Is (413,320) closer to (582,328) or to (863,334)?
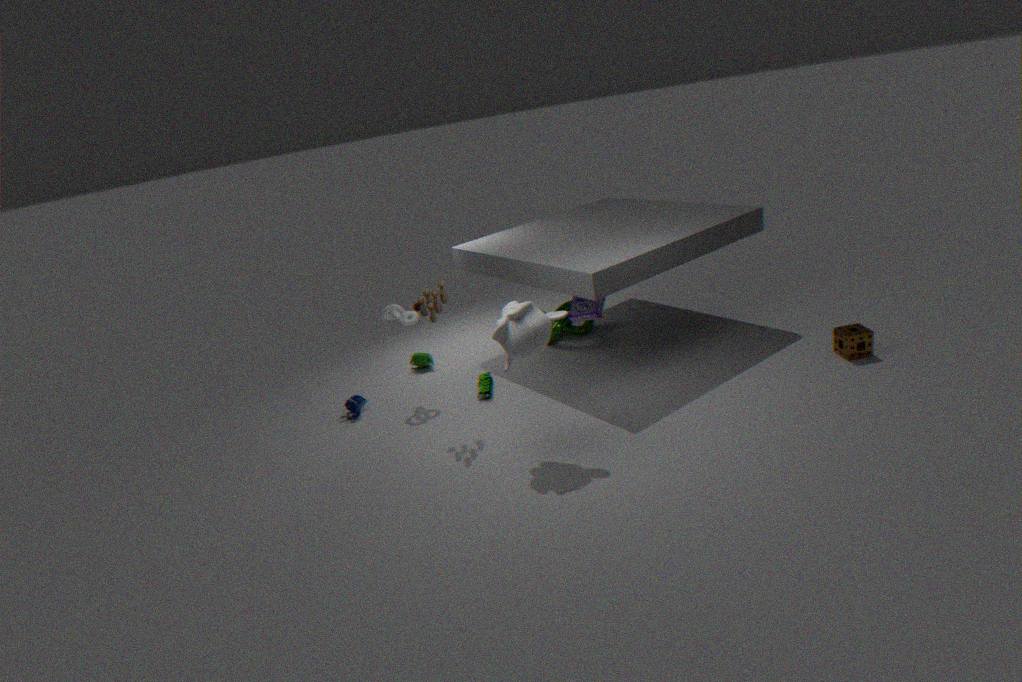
(582,328)
